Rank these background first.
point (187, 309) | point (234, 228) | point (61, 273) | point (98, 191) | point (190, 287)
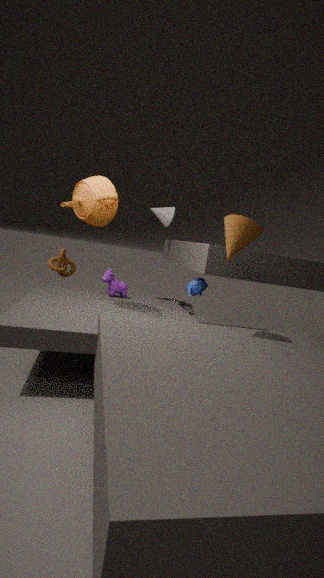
point (187, 309) → point (61, 273) → point (190, 287) → point (98, 191) → point (234, 228)
